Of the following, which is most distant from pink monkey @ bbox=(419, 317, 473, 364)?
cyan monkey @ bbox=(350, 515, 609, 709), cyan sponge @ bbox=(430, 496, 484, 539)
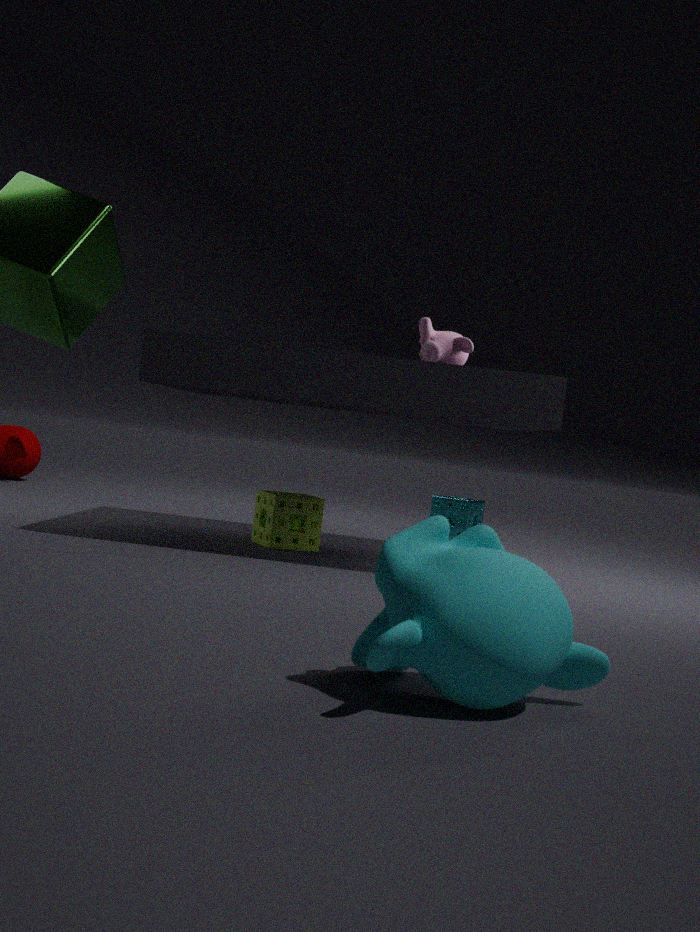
cyan monkey @ bbox=(350, 515, 609, 709)
